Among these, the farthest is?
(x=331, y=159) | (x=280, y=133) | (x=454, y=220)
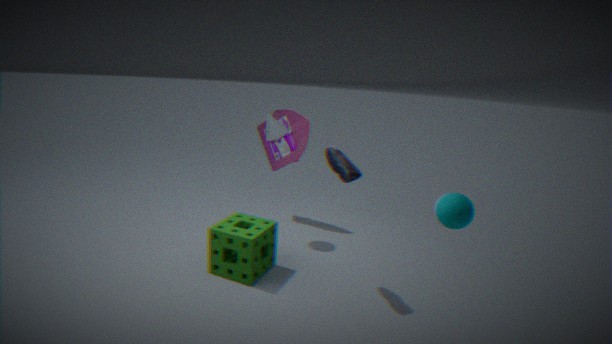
(x=280, y=133)
